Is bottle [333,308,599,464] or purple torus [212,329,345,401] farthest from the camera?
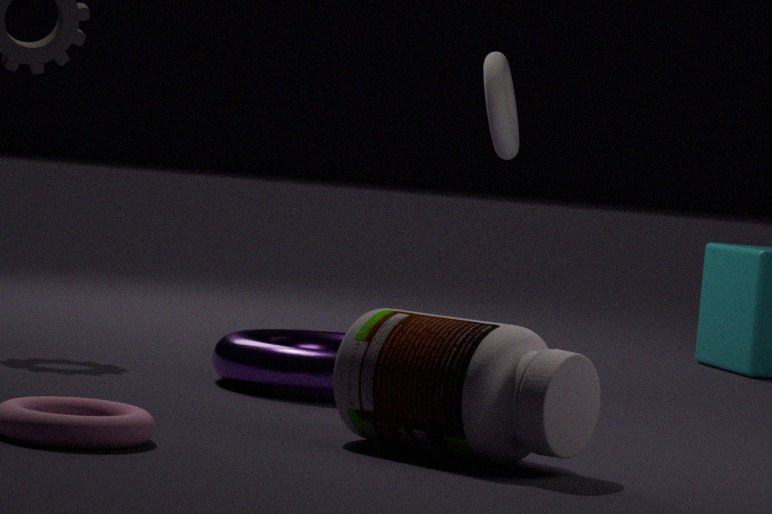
purple torus [212,329,345,401]
